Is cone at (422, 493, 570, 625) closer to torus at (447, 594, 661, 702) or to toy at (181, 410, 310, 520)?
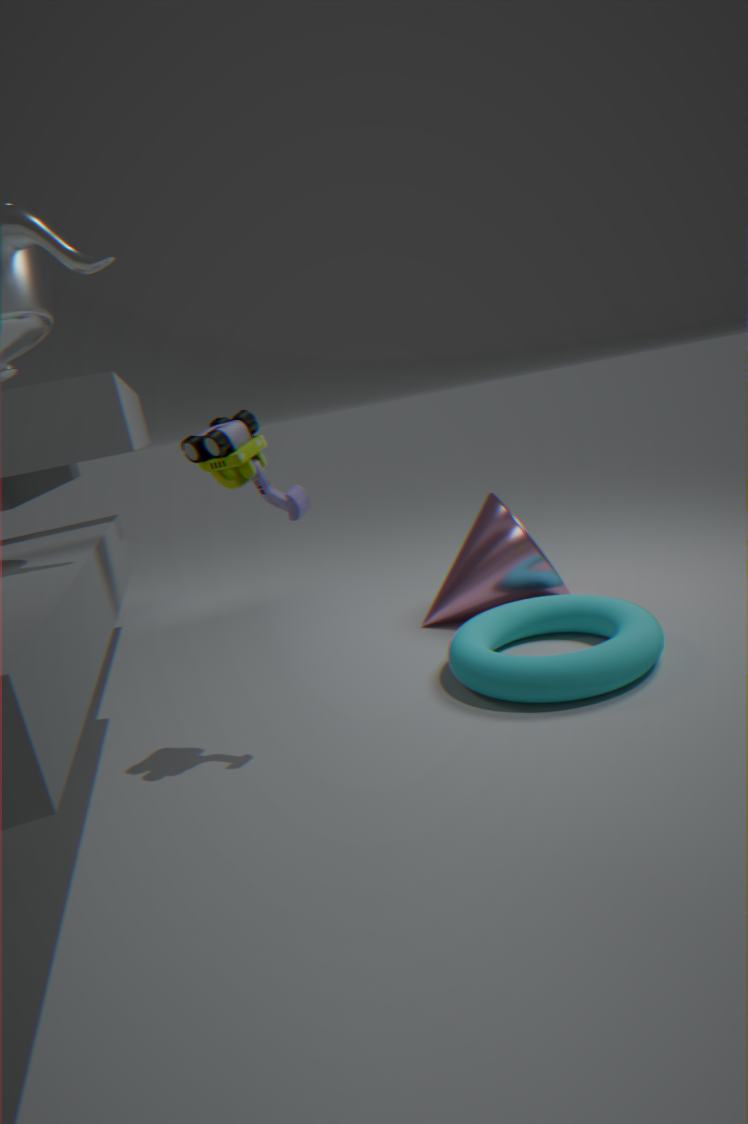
torus at (447, 594, 661, 702)
